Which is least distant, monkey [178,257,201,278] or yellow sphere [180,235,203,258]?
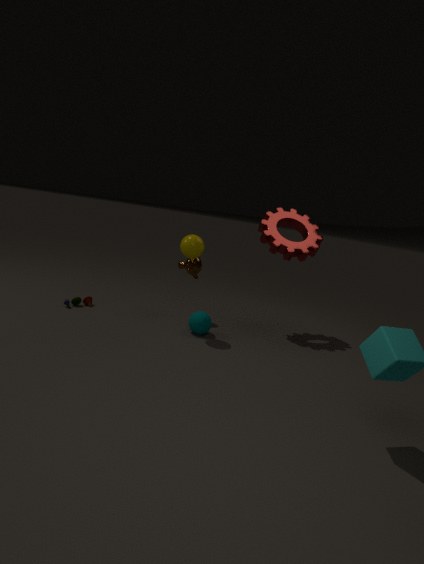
yellow sphere [180,235,203,258]
